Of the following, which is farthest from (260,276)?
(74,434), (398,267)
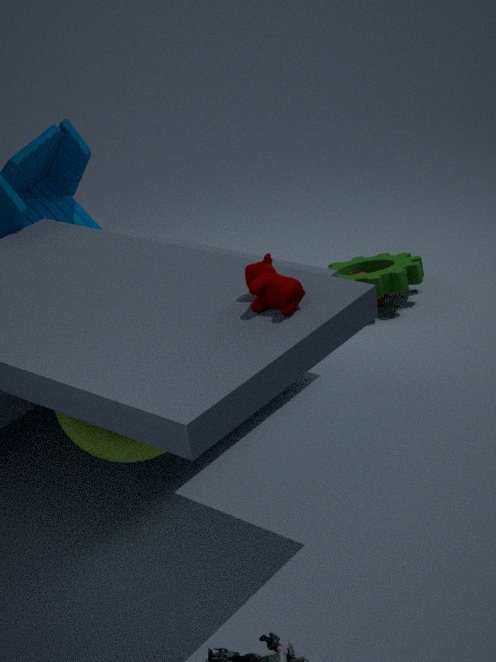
(398,267)
